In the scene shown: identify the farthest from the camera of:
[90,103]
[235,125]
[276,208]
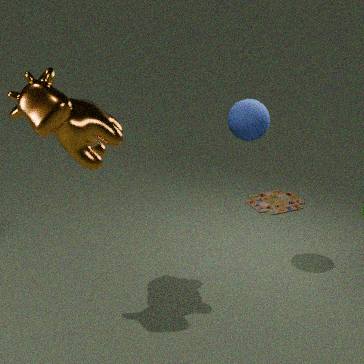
[276,208]
